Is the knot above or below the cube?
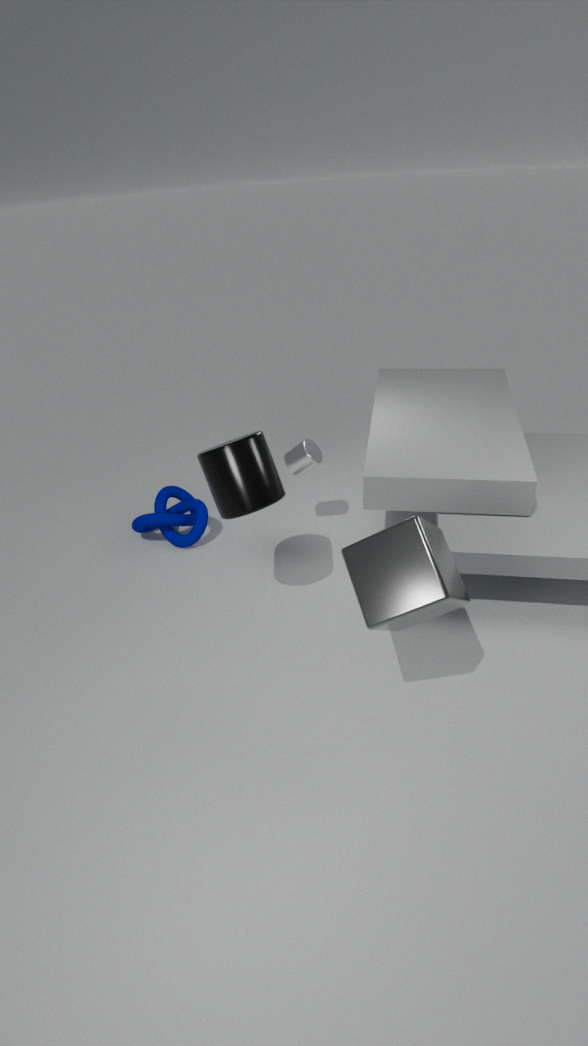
below
